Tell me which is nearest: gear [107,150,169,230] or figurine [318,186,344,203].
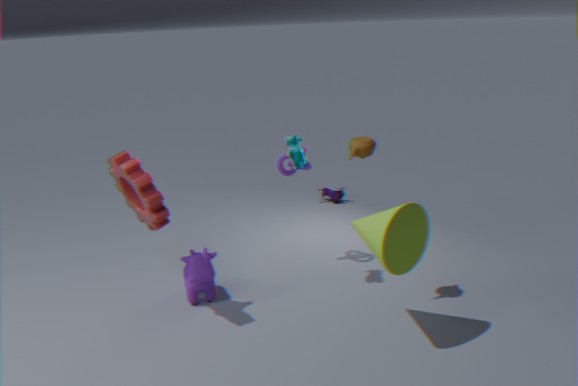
gear [107,150,169,230]
